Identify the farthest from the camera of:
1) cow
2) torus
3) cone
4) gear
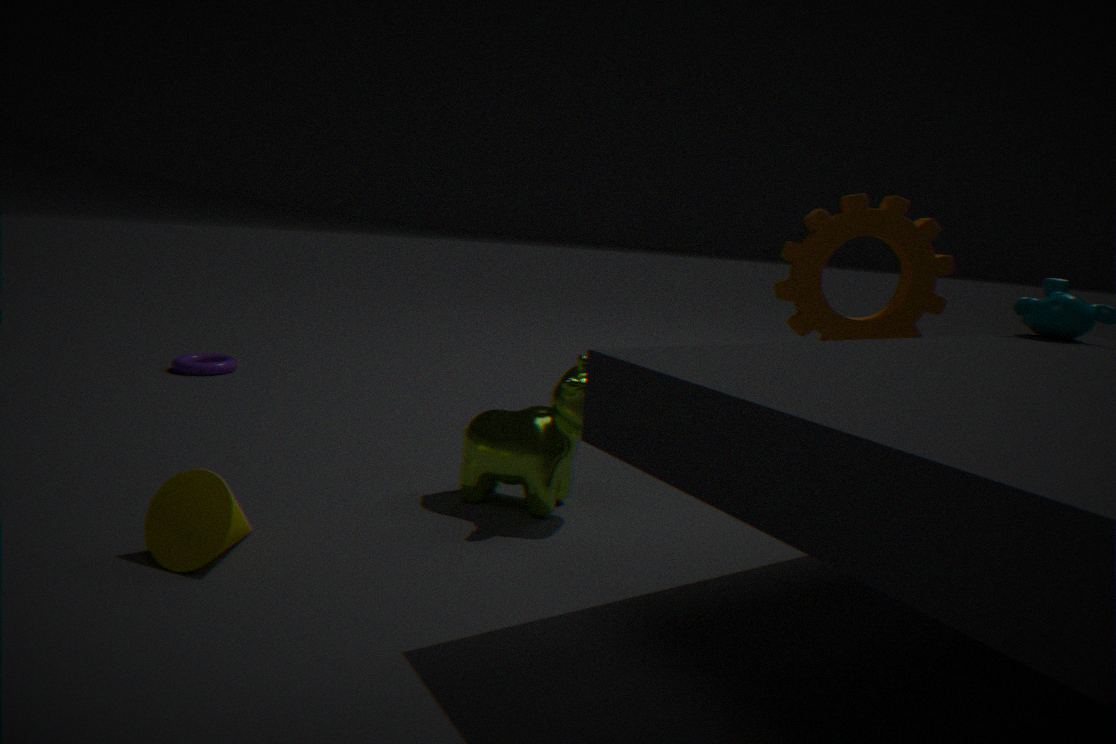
2. torus
